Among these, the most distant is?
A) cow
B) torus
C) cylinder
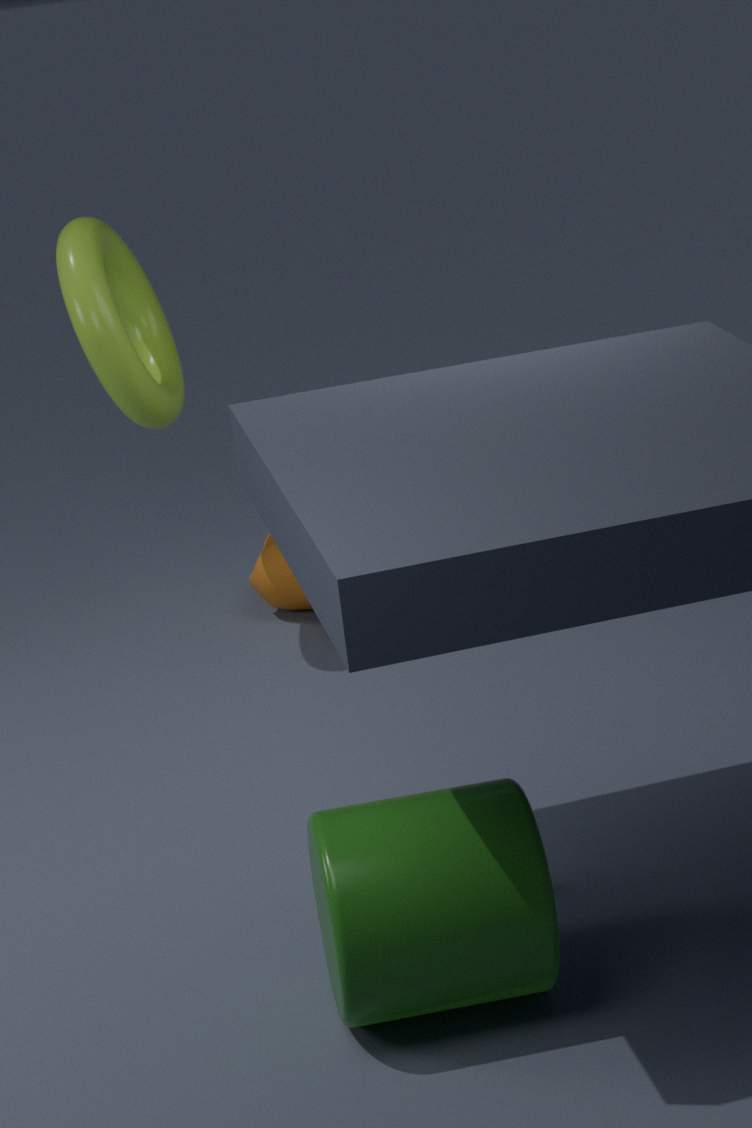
cow
